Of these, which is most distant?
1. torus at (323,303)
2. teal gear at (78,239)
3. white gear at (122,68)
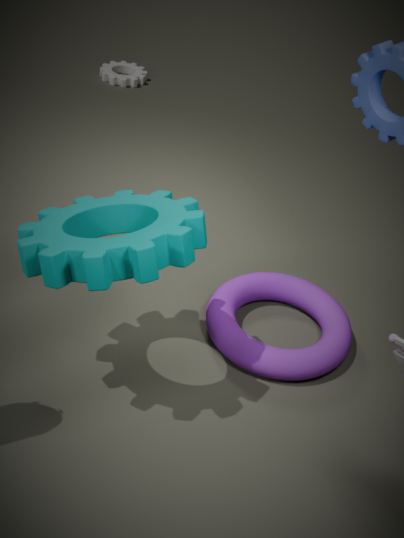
white gear at (122,68)
